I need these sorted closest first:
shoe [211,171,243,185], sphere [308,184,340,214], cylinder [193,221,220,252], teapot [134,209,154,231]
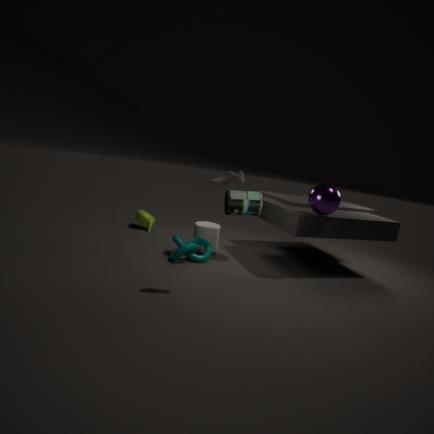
shoe [211,171,243,185], sphere [308,184,340,214], cylinder [193,221,220,252], teapot [134,209,154,231]
